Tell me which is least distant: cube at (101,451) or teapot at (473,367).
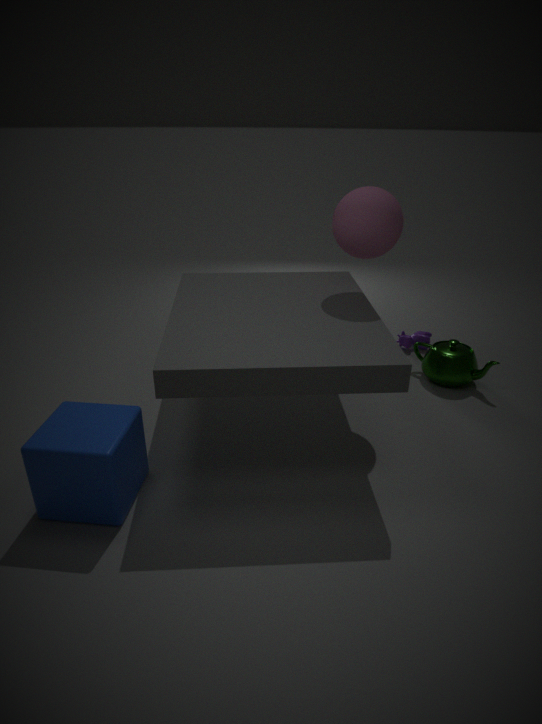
cube at (101,451)
